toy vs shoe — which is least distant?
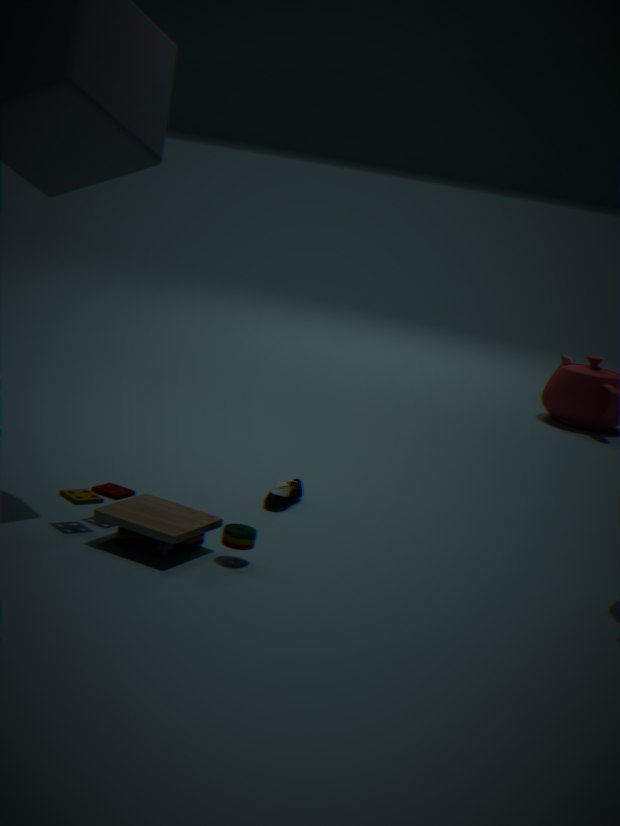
toy
